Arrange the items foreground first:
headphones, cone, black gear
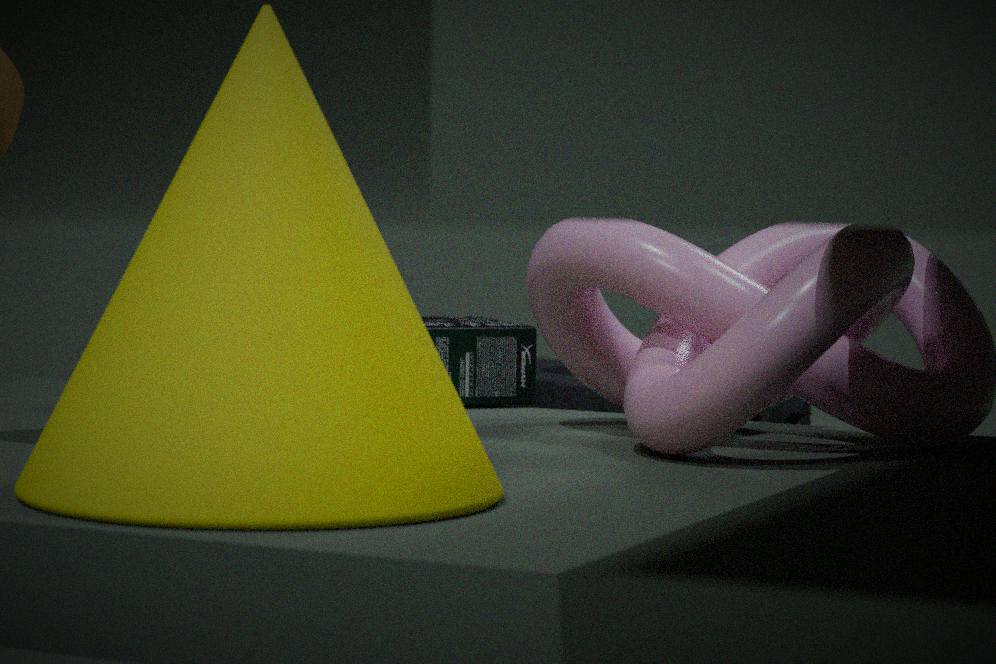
cone < headphones < black gear
